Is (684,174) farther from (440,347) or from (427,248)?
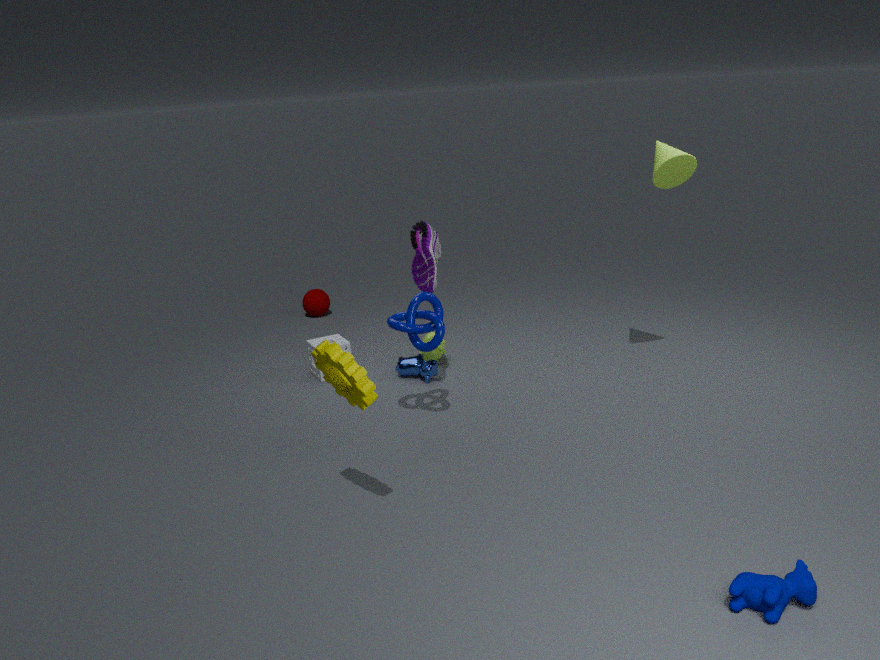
(440,347)
